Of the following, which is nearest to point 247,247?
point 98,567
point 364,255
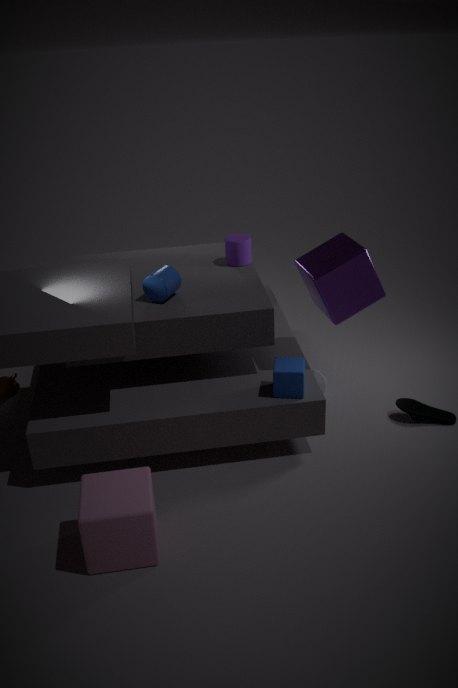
point 364,255
